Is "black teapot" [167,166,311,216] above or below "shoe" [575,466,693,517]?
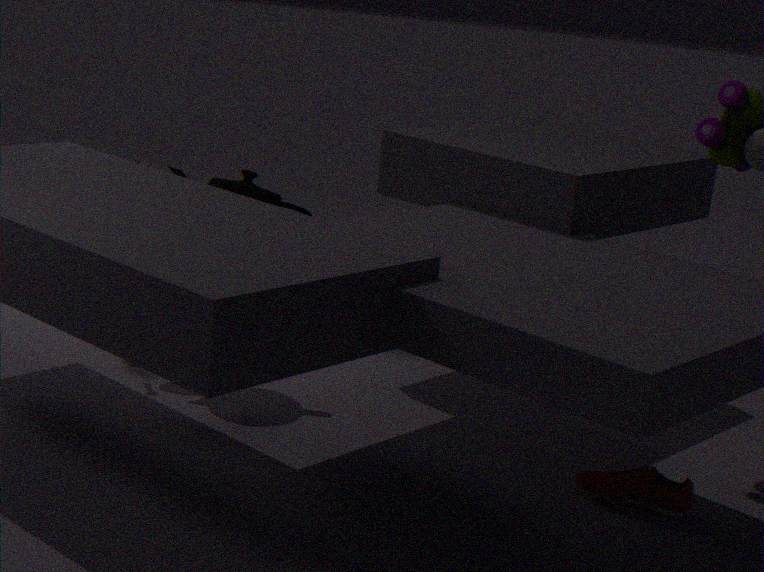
above
